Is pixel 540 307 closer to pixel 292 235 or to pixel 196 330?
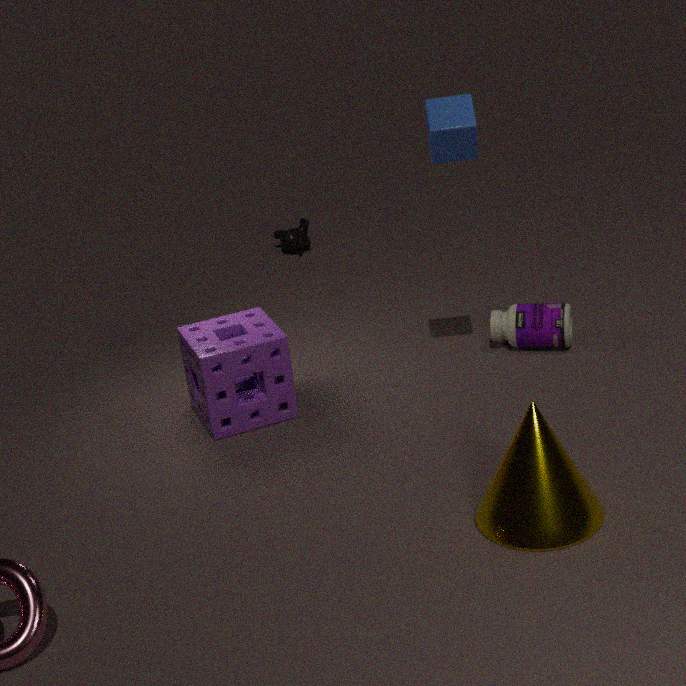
pixel 196 330
